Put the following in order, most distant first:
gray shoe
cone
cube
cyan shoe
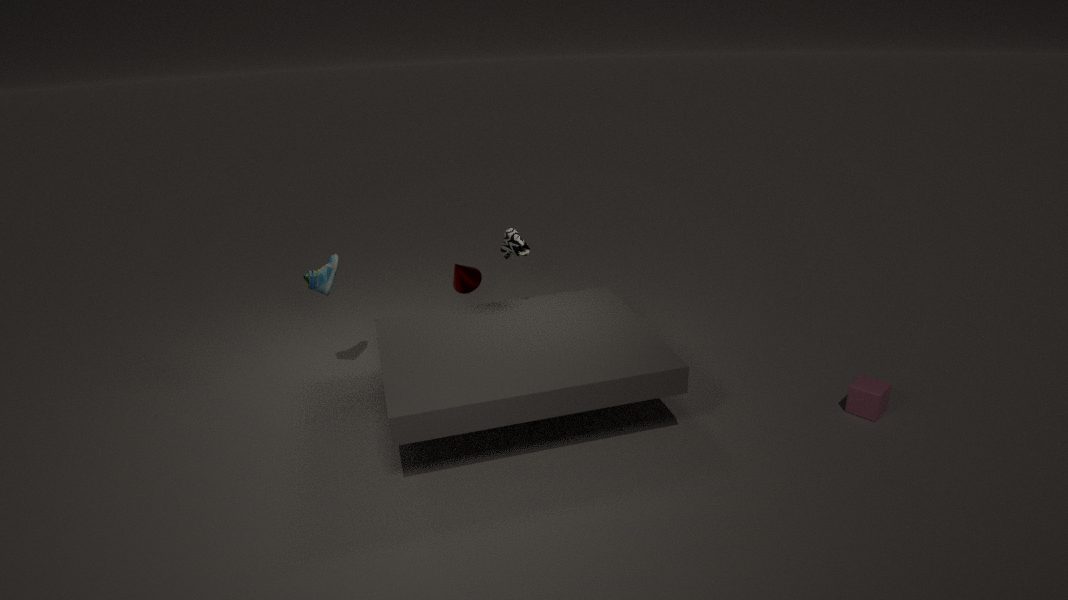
cone < cyan shoe < gray shoe < cube
